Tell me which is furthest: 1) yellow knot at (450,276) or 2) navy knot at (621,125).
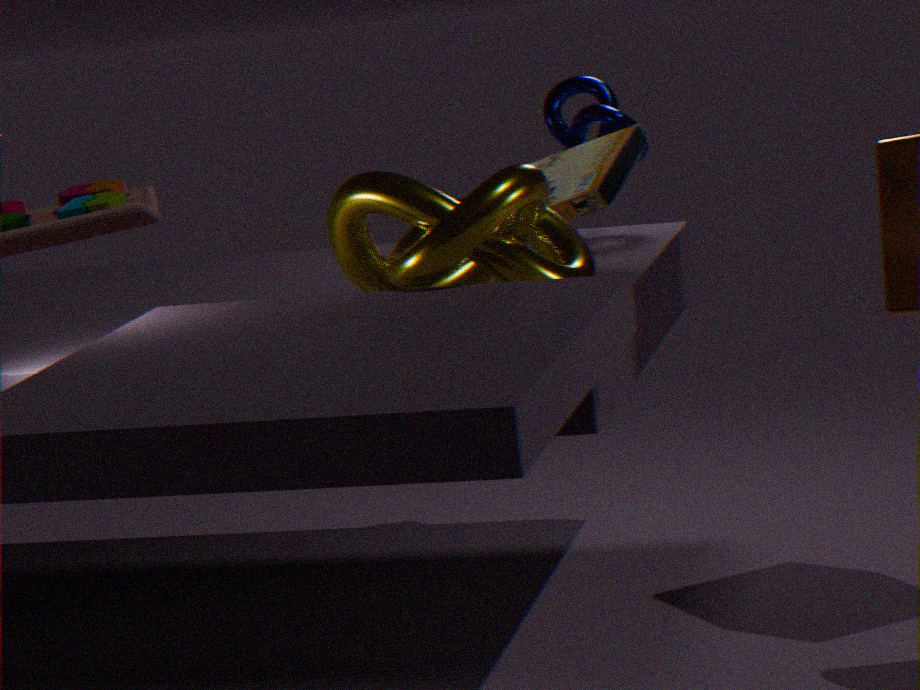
2. navy knot at (621,125)
